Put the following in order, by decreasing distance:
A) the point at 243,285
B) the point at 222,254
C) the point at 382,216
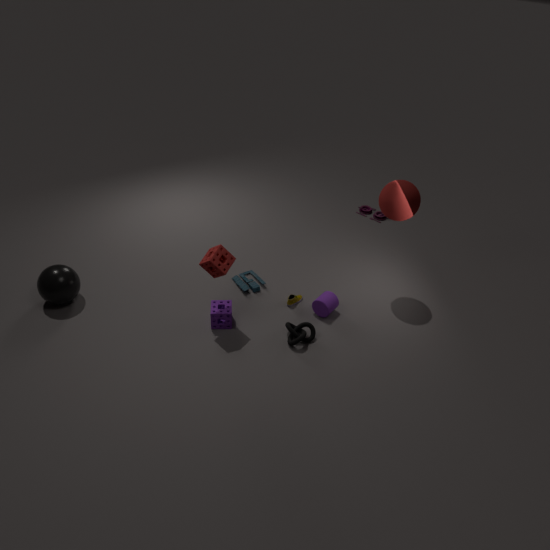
1. the point at 382,216
2. the point at 243,285
3. the point at 222,254
